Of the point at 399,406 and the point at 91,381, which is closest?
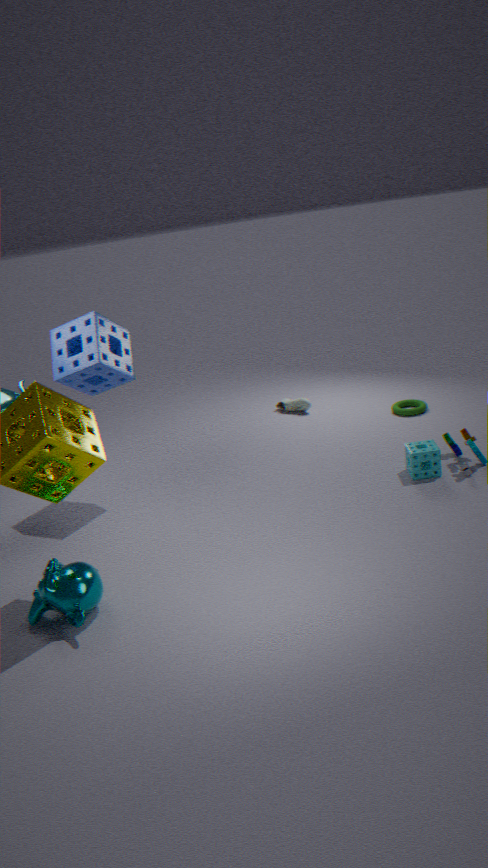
the point at 91,381
